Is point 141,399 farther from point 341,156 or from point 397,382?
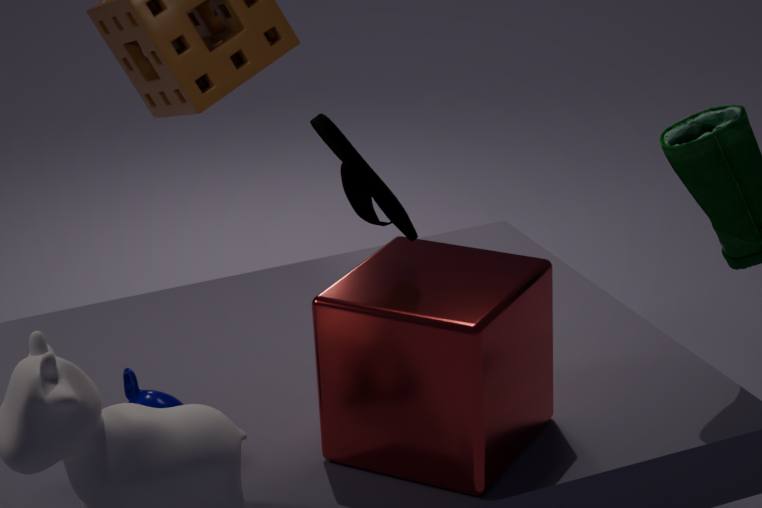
point 341,156
